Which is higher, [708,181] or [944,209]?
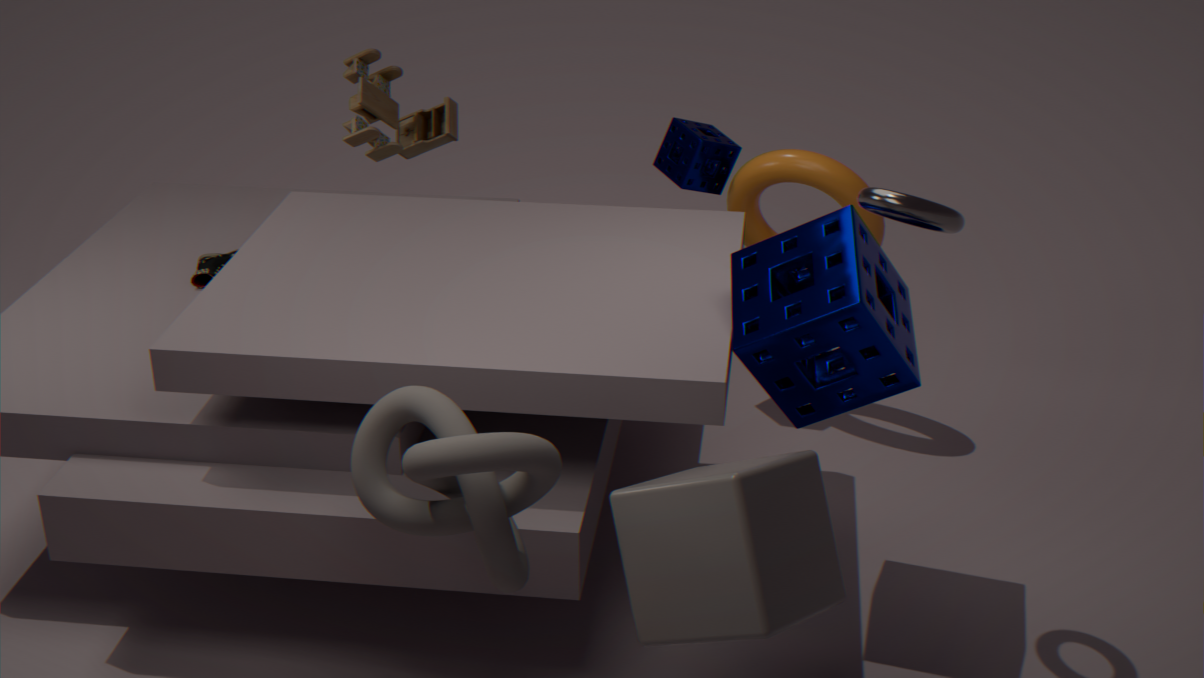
[944,209]
